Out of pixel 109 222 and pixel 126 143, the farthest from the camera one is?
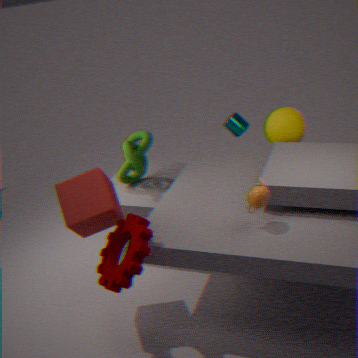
pixel 126 143
